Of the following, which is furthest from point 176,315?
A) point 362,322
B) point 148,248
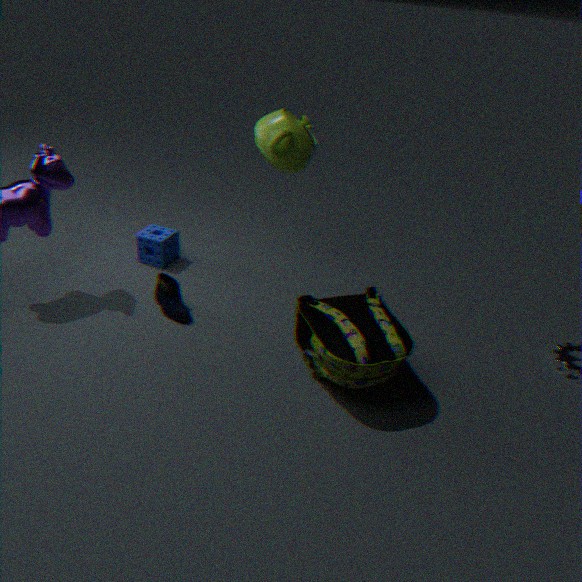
point 362,322
